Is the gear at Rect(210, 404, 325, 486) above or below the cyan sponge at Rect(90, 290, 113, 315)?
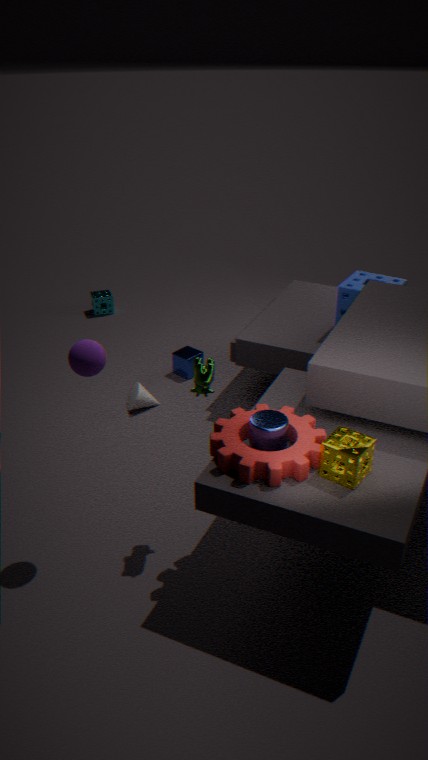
above
